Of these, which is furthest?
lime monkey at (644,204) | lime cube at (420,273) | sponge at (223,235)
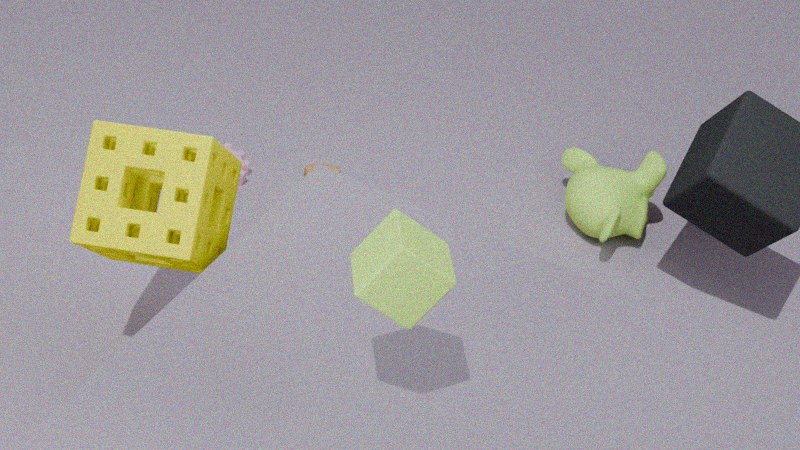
lime monkey at (644,204)
